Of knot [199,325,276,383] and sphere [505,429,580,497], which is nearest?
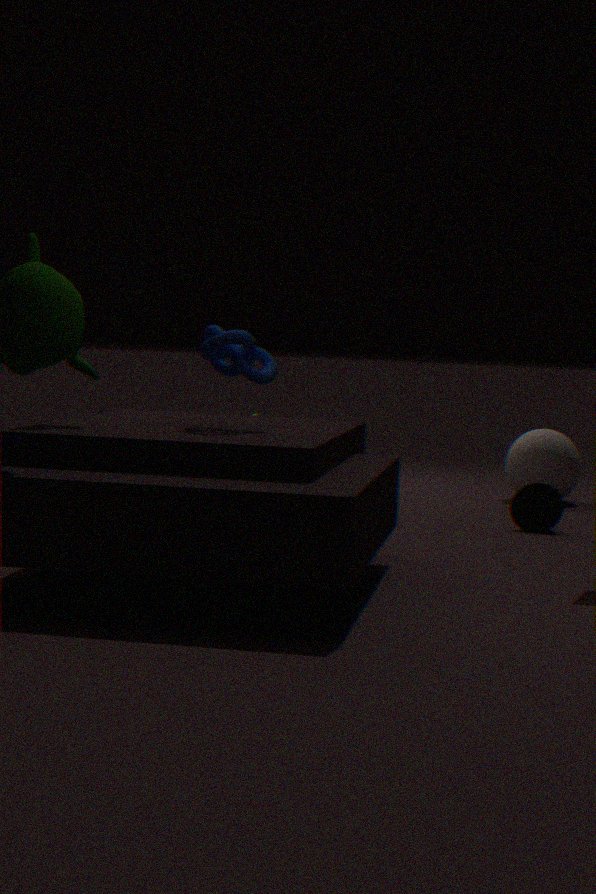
knot [199,325,276,383]
